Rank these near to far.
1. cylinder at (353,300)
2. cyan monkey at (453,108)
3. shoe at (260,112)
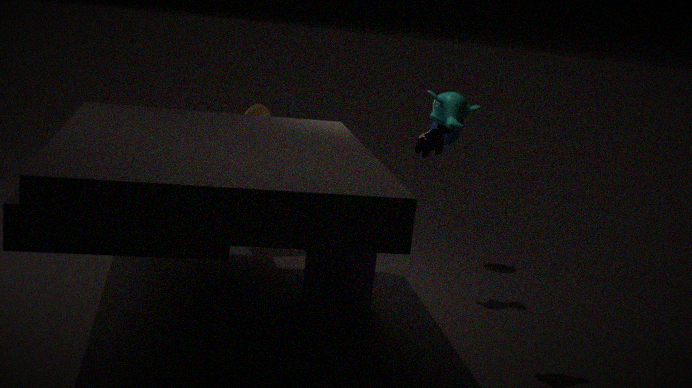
1. cyan monkey at (453,108)
2. cylinder at (353,300)
3. shoe at (260,112)
